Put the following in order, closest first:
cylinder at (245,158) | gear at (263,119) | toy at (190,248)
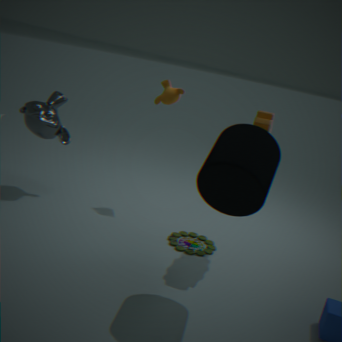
cylinder at (245,158) < gear at (263,119) < toy at (190,248)
